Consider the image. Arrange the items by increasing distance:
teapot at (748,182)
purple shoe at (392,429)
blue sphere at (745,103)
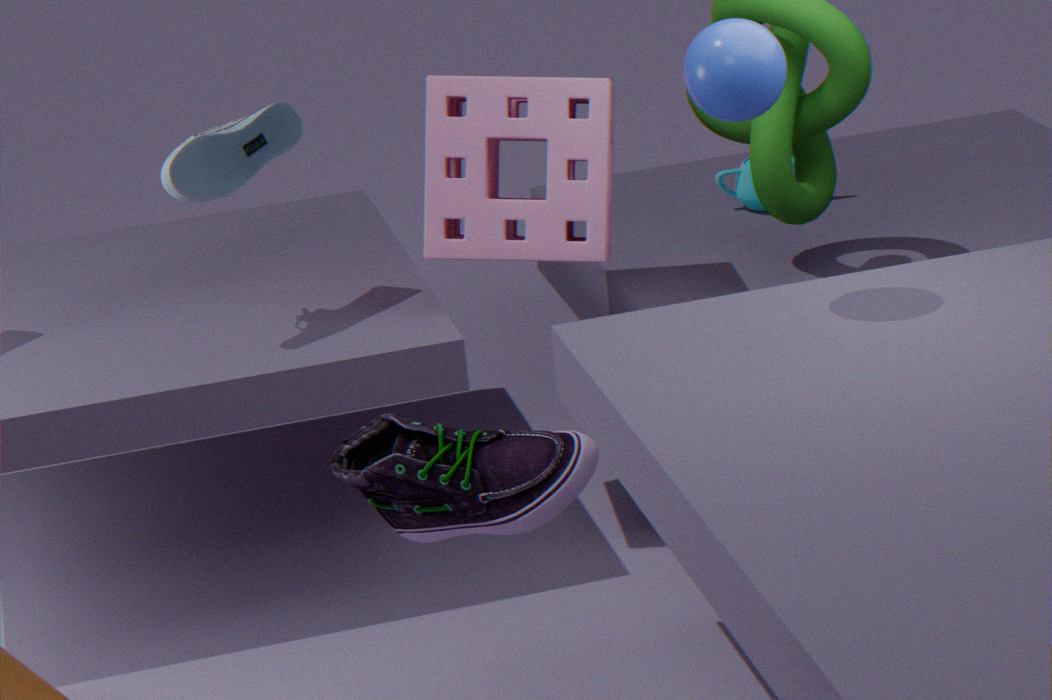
purple shoe at (392,429) < blue sphere at (745,103) < teapot at (748,182)
